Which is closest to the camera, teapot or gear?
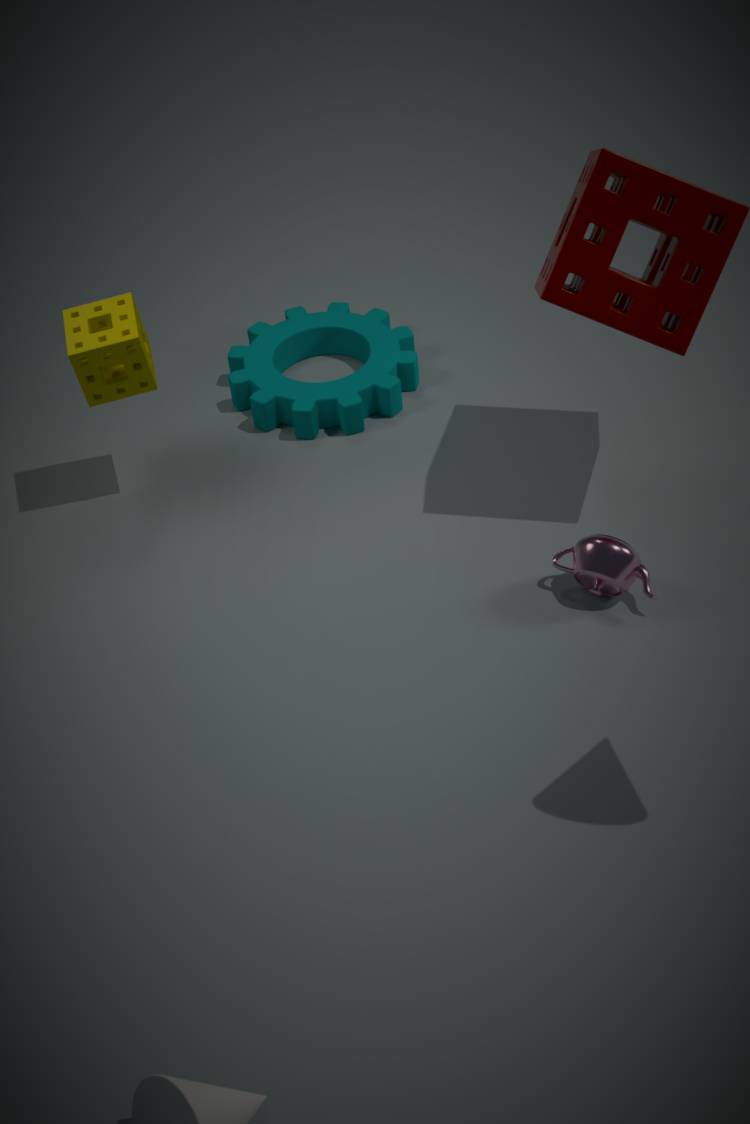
teapot
